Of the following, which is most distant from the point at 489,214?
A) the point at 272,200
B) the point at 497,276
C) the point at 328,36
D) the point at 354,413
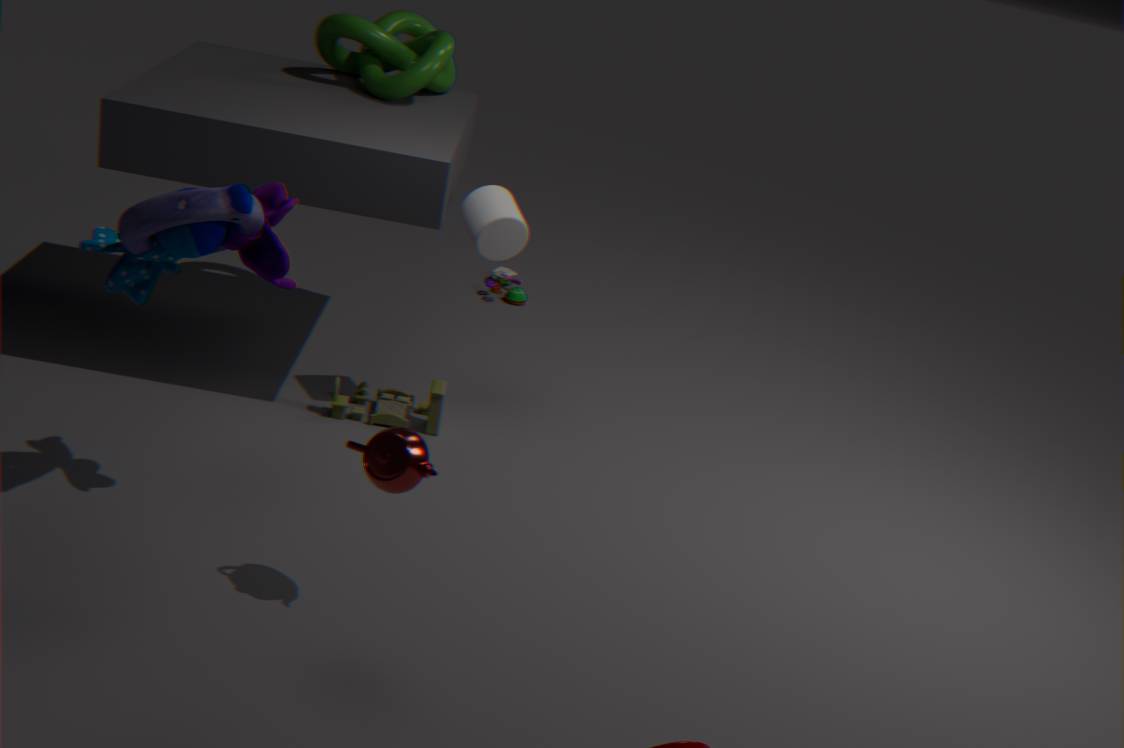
the point at 497,276
